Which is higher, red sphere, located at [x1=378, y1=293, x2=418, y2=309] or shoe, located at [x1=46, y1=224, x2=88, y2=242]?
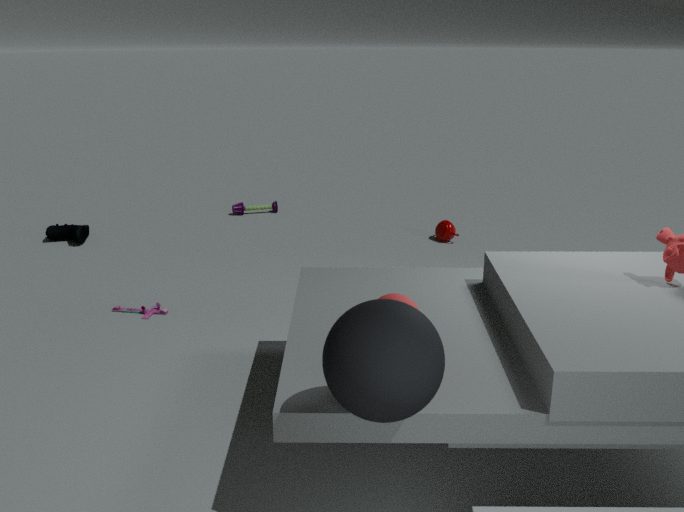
red sphere, located at [x1=378, y1=293, x2=418, y2=309]
